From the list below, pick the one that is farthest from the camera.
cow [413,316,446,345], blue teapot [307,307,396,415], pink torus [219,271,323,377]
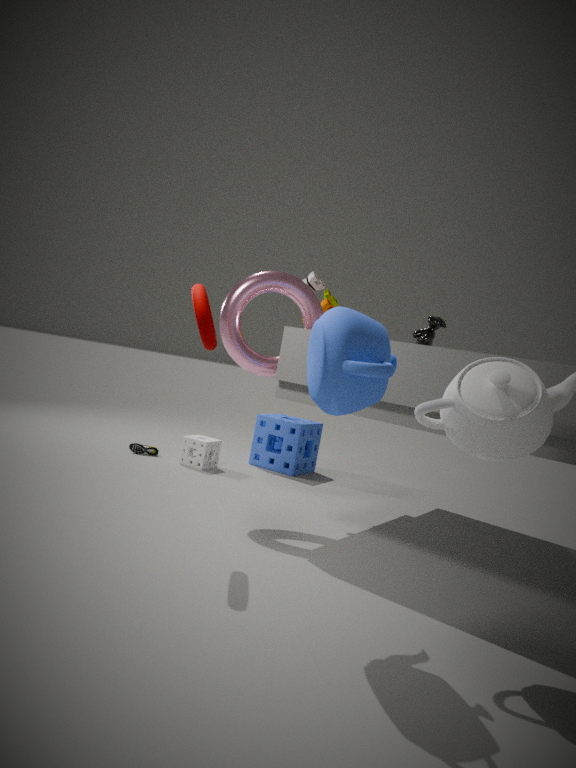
cow [413,316,446,345]
